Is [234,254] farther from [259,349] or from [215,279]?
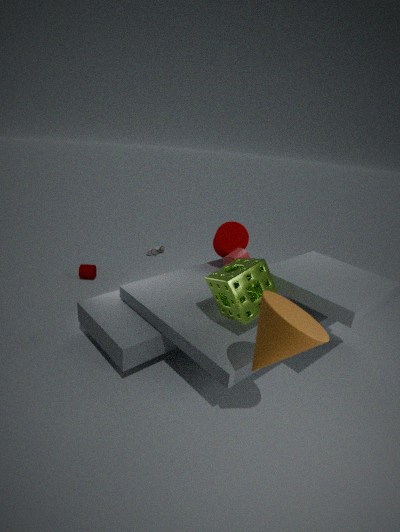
[259,349]
